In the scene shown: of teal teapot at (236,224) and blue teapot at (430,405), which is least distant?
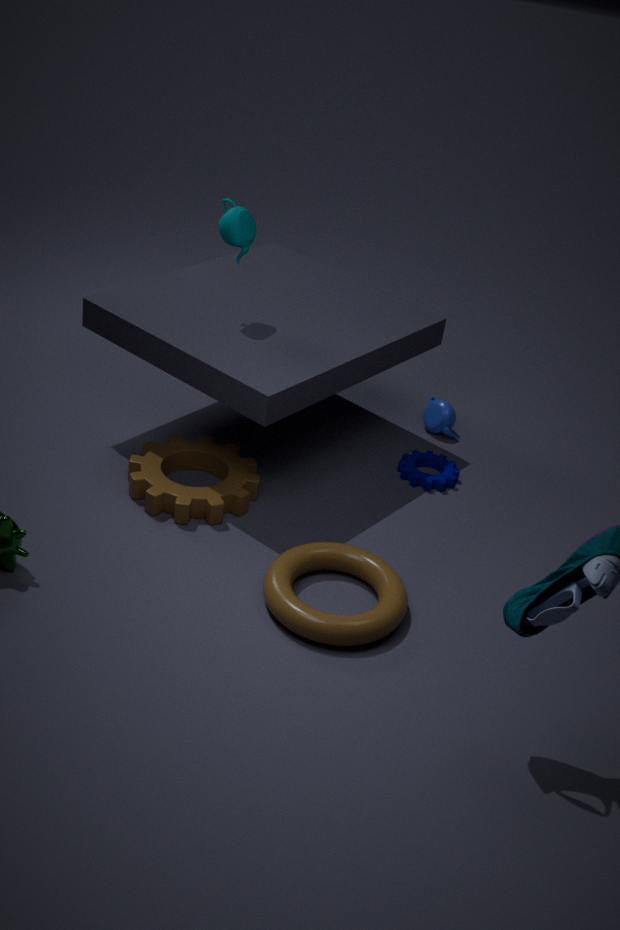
teal teapot at (236,224)
